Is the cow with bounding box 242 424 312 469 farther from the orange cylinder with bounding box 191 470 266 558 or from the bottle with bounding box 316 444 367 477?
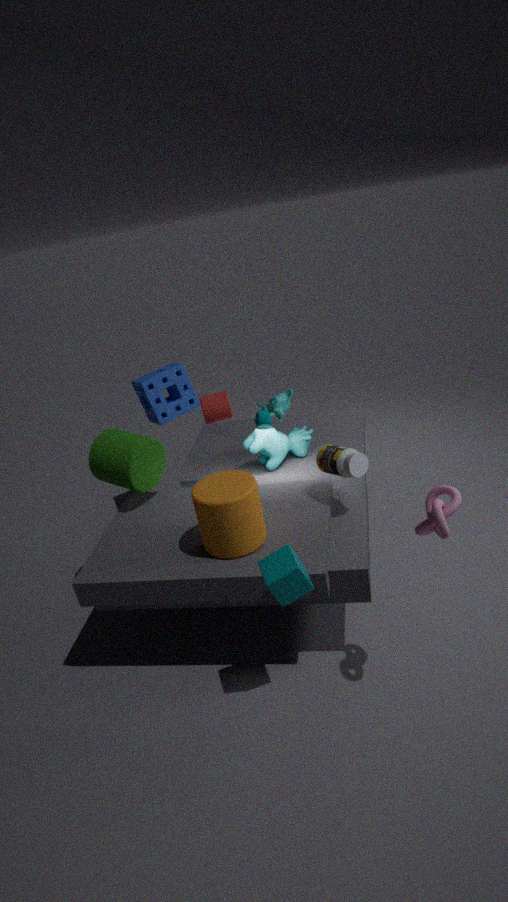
the orange cylinder with bounding box 191 470 266 558
